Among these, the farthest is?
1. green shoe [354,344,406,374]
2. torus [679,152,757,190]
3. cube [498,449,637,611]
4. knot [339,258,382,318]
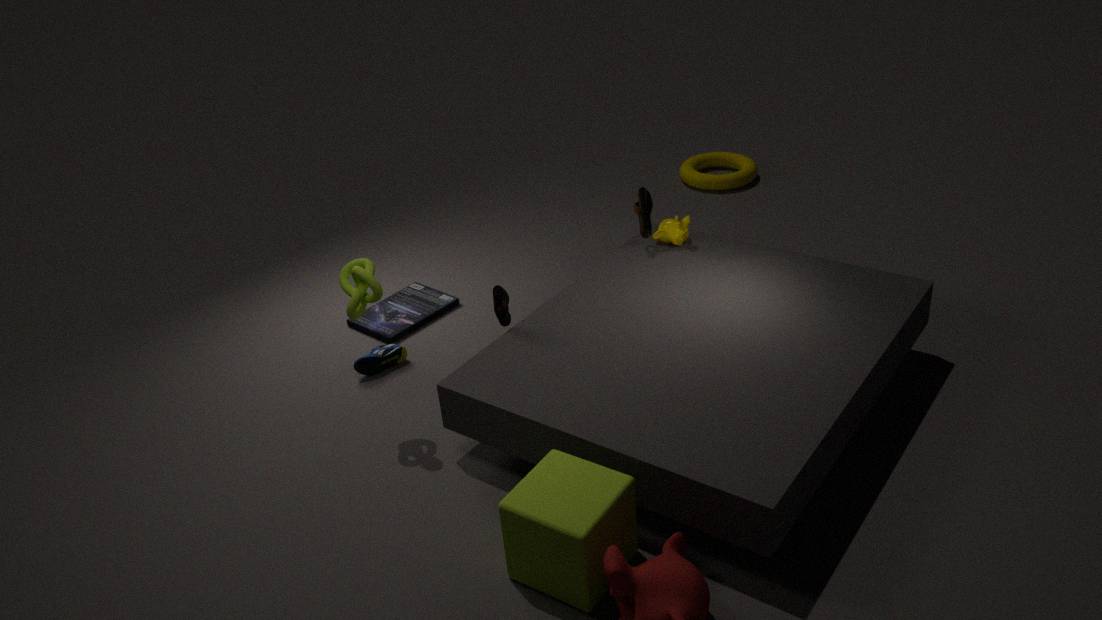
torus [679,152,757,190]
